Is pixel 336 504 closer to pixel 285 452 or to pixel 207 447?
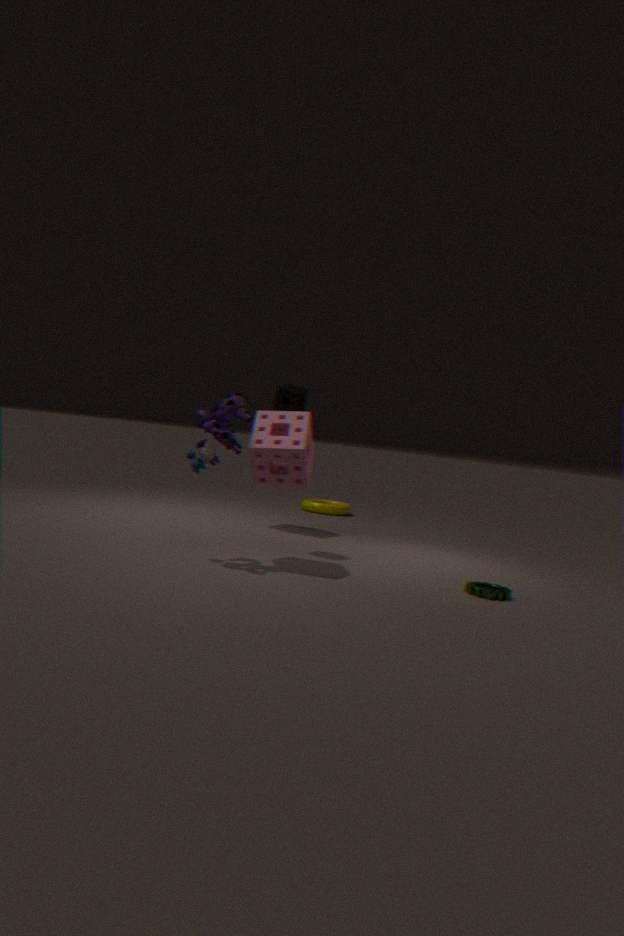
pixel 285 452
